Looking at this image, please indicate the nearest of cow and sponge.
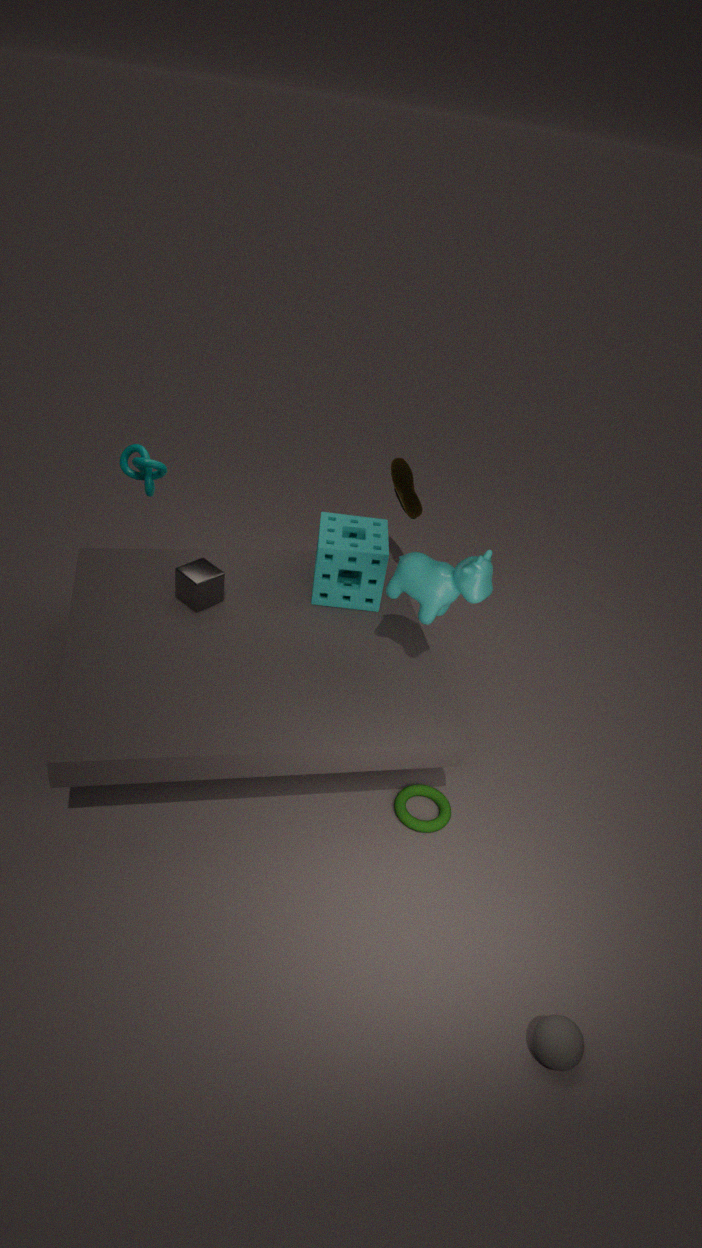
cow
